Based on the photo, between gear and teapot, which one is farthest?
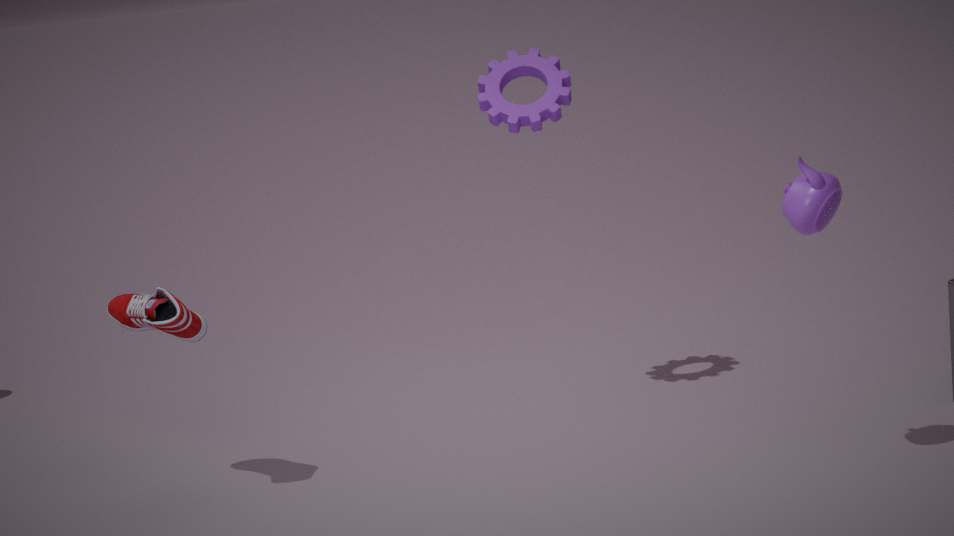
gear
